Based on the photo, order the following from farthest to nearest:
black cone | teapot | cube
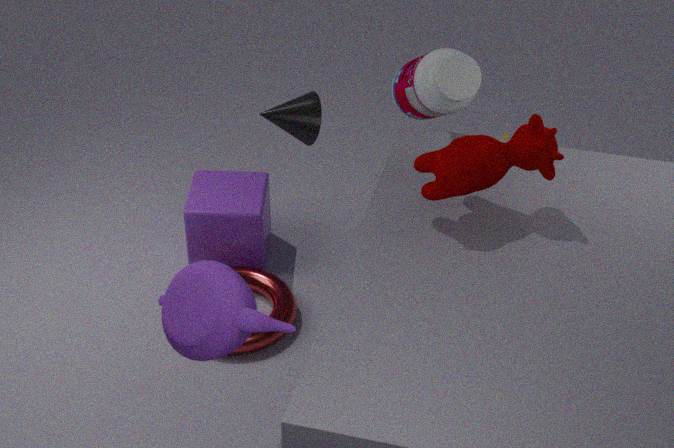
cube → black cone → teapot
